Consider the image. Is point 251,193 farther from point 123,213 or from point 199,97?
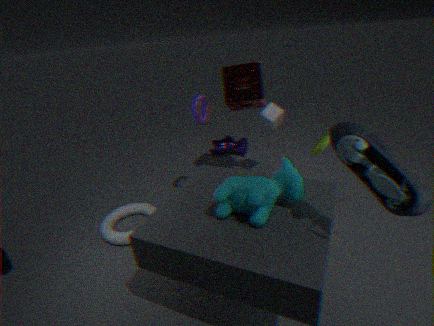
point 123,213
